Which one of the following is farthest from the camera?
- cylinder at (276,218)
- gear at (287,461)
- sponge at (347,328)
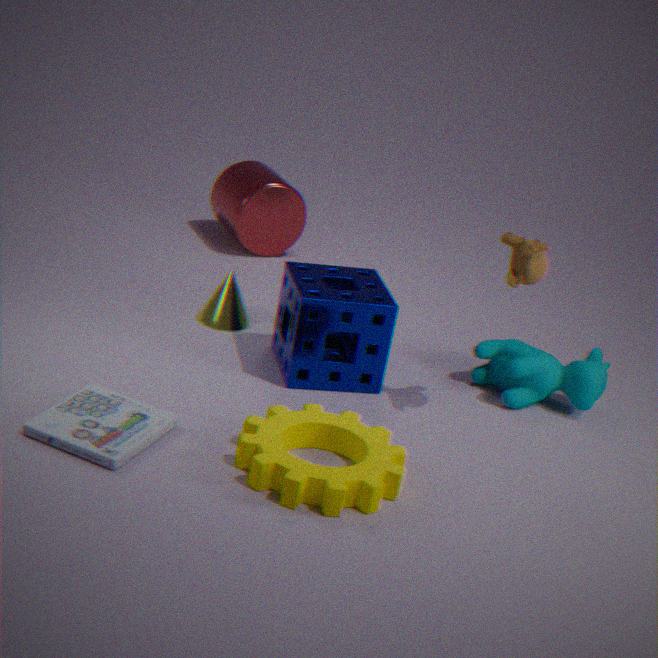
cylinder at (276,218)
